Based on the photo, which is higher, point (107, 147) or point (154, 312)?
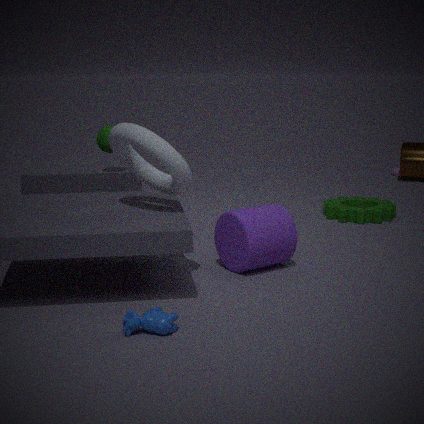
point (107, 147)
